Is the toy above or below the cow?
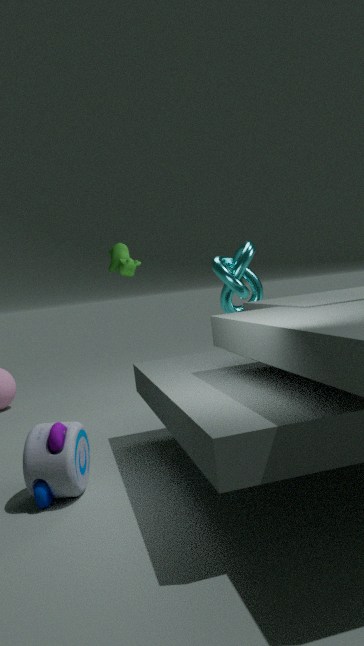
below
